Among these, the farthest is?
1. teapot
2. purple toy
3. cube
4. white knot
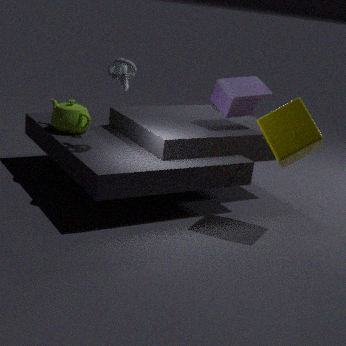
purple toy
